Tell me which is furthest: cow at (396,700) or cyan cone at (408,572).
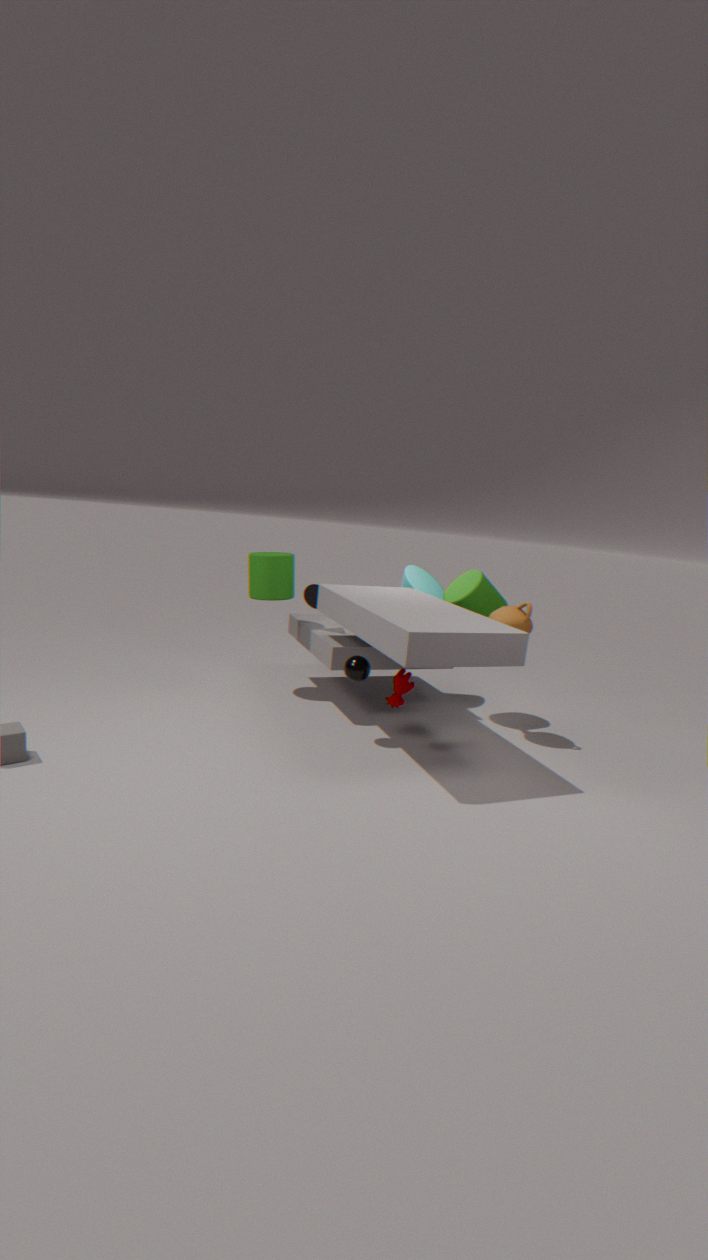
cyan cone at (408,572)
